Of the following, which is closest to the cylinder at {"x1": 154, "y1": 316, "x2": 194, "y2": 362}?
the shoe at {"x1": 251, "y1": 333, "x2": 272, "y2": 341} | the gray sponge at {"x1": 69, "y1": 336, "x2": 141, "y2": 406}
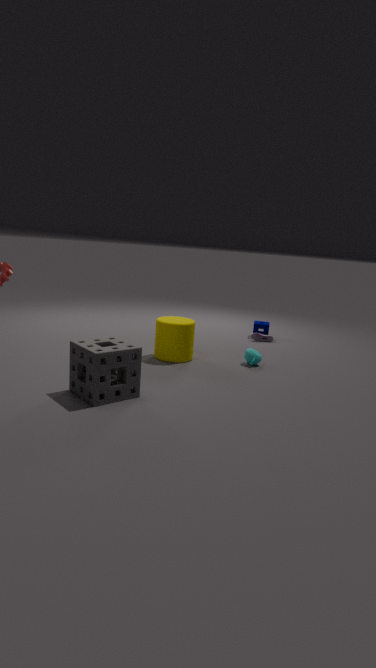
the gray sponge at {"x1": 69, "y1": 336, "x2": 141, "y2": 406}
